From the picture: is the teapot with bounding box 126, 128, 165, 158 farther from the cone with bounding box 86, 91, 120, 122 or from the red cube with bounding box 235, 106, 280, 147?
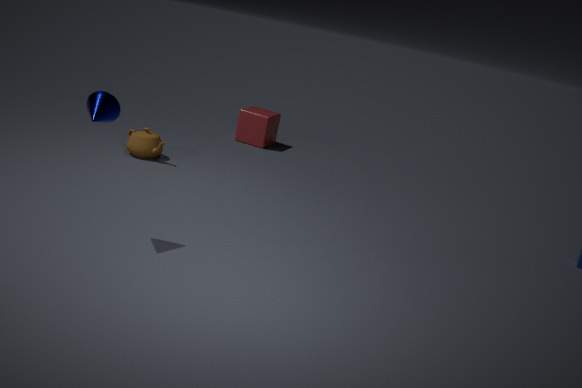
the cone with bounding box 86, 91, 120, 122
